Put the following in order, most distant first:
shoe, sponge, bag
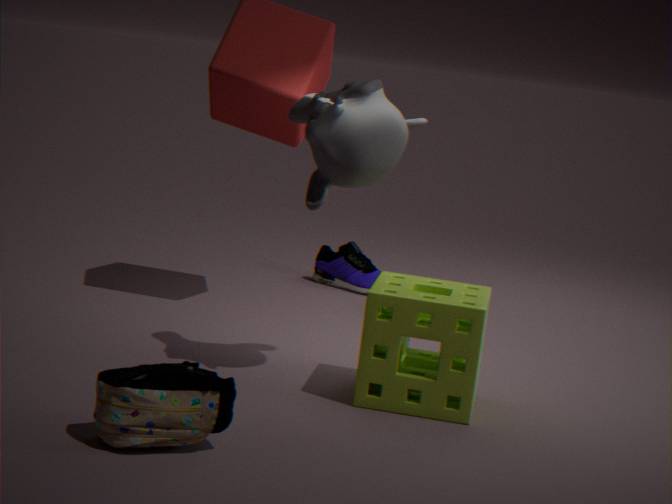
shoe, sponge, bag
